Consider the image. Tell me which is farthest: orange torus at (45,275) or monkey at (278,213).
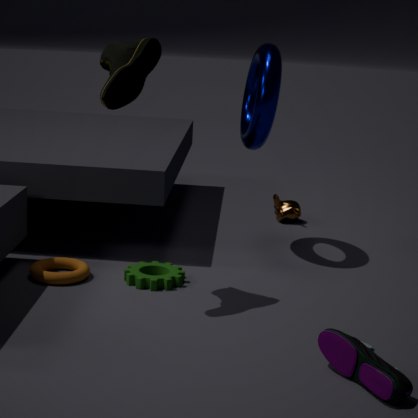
monkey at (278,213)
